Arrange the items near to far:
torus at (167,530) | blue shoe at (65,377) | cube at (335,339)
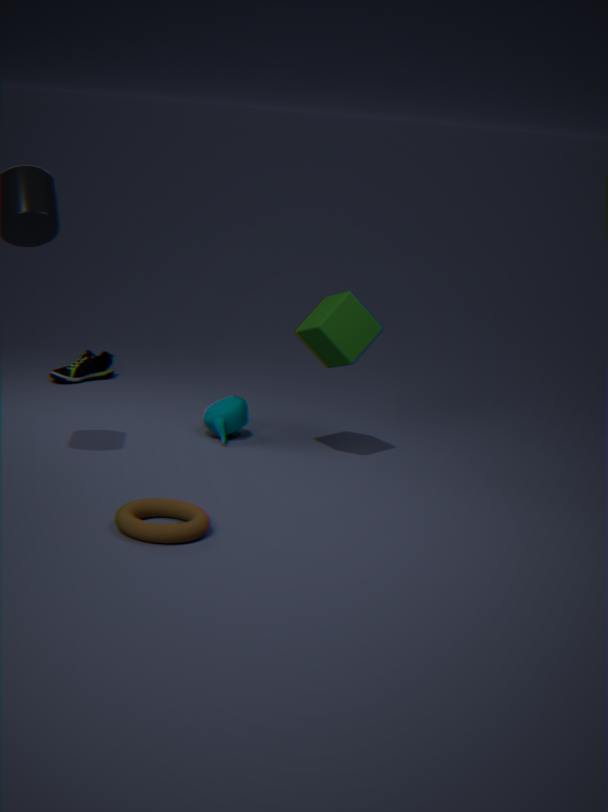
torus at (167,530)
cube at (335,339)
blue shoe at (65,377)
